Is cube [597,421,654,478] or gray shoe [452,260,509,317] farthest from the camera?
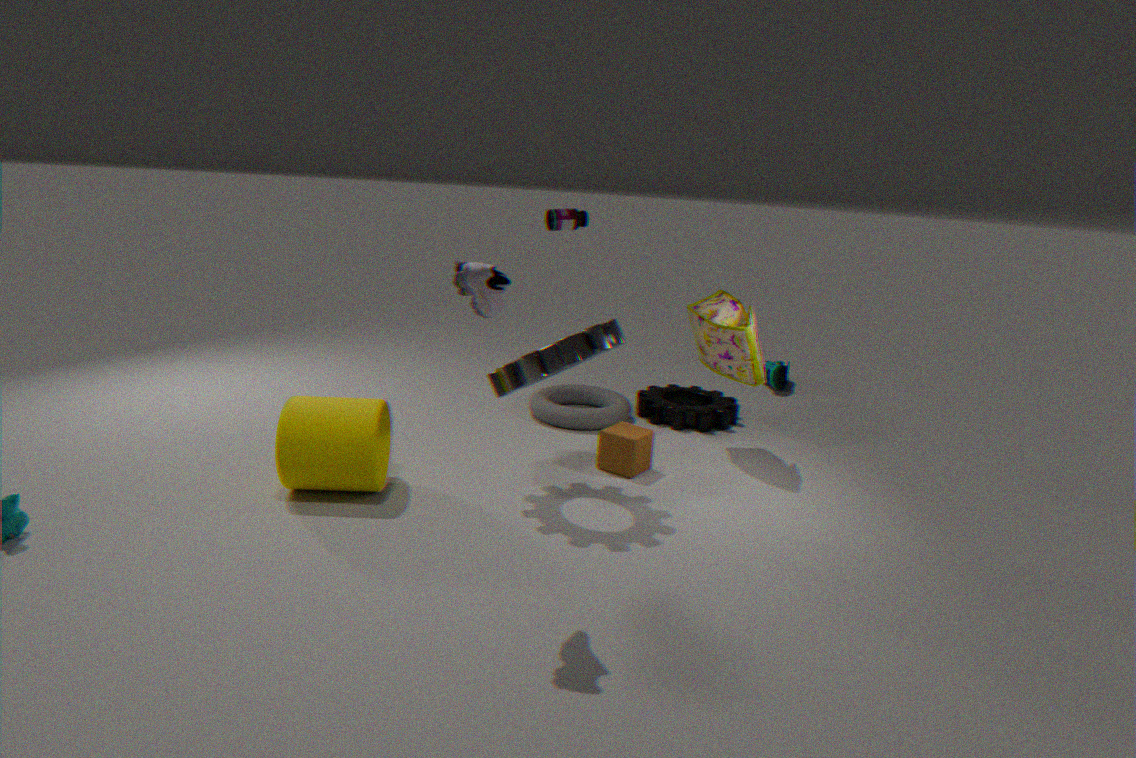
cube [597,421,654,478]
